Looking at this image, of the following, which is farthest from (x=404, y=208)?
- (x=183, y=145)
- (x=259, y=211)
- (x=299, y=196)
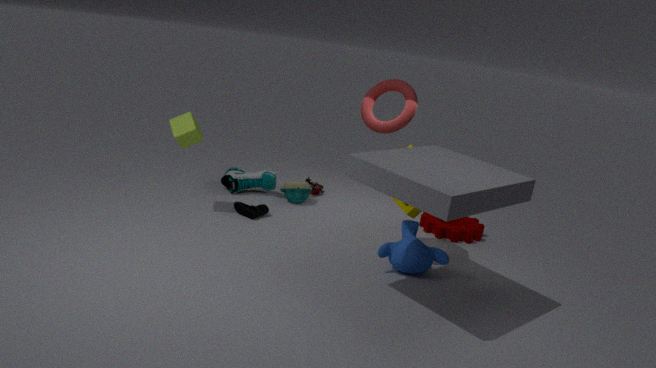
(x=183, y=145)
